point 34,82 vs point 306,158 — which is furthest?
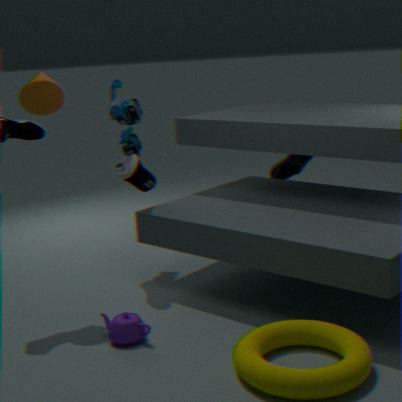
point 306,158
